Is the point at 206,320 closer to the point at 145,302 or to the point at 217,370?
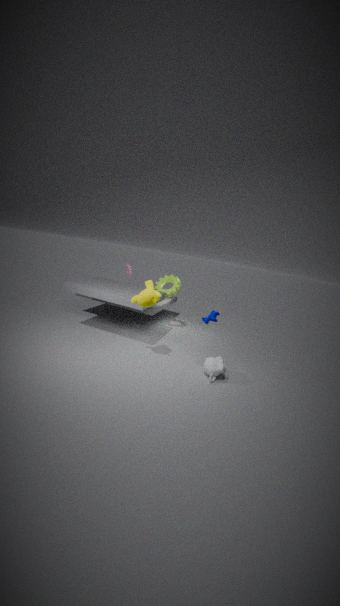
the point at 217,370
